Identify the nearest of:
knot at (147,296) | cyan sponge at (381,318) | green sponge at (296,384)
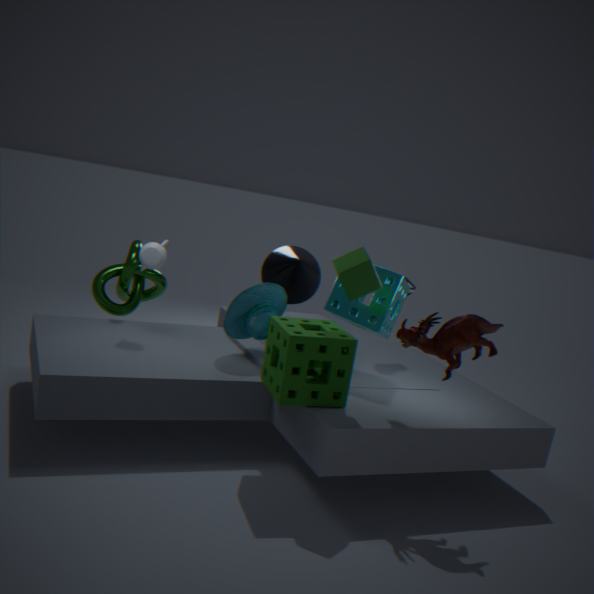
green sponge at (296,384)
